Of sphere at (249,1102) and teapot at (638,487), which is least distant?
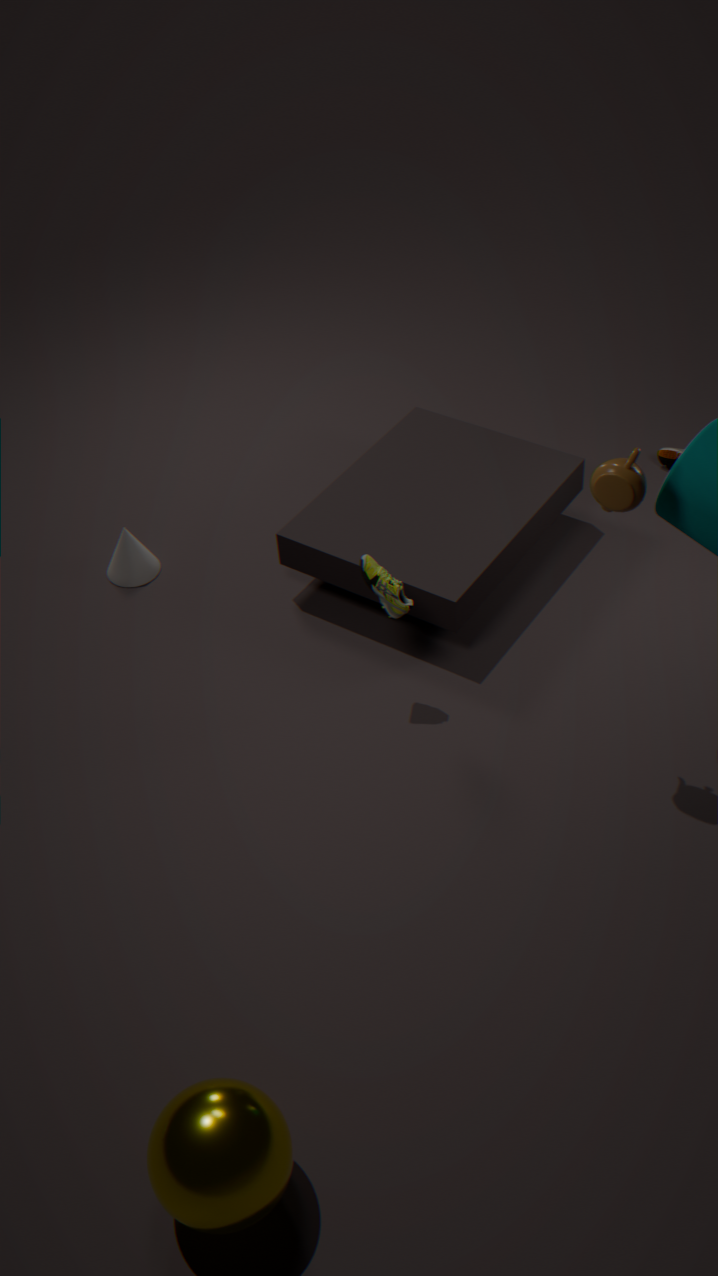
sphere at (249,1102)
